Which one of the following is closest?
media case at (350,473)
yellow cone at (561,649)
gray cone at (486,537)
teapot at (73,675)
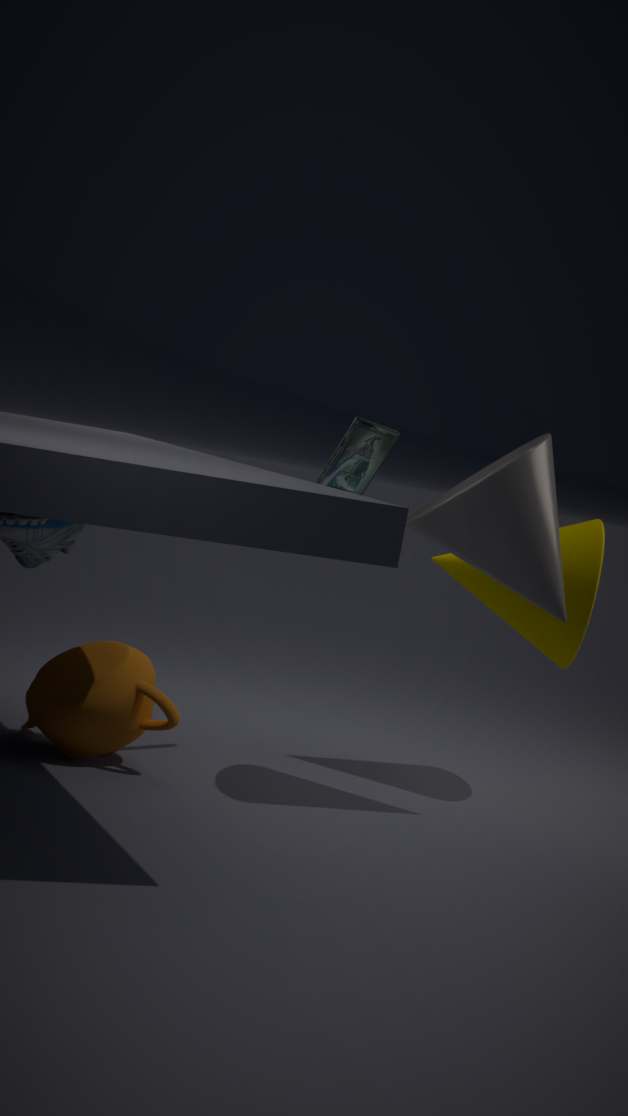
gray cone at (486,537)
